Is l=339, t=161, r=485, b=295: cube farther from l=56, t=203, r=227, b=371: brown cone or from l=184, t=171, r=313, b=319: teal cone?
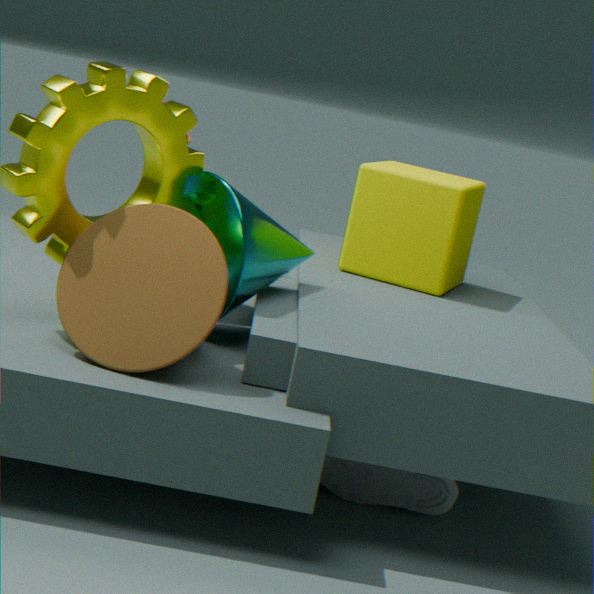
l=56, t=203, r=227, b=371: brown cone
